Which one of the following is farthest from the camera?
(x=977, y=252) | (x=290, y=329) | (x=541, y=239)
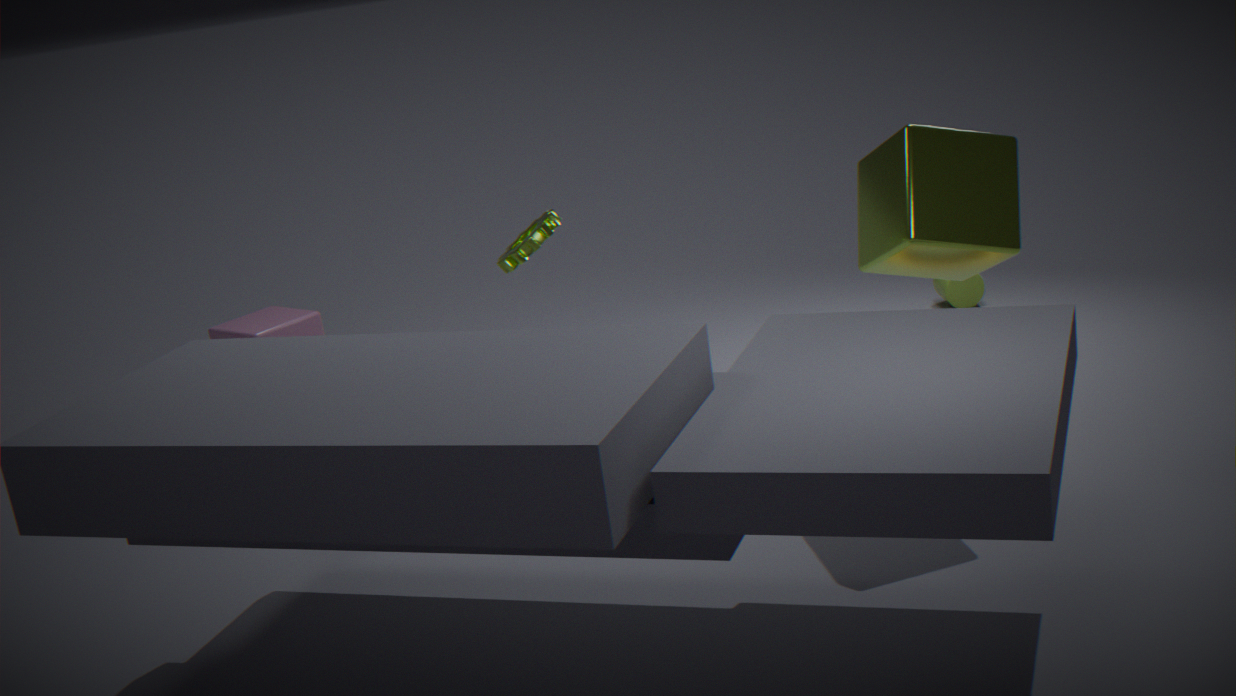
(x=290, y=329)
